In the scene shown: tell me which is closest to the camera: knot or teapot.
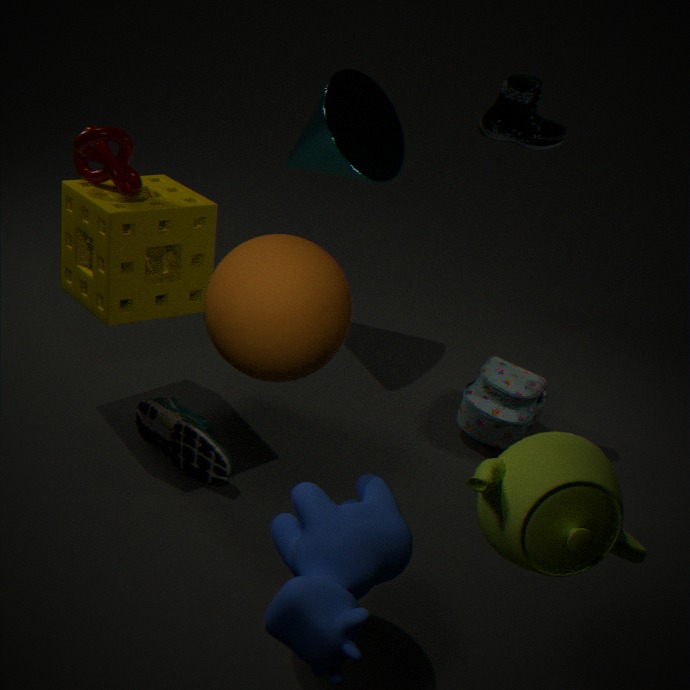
teapot
